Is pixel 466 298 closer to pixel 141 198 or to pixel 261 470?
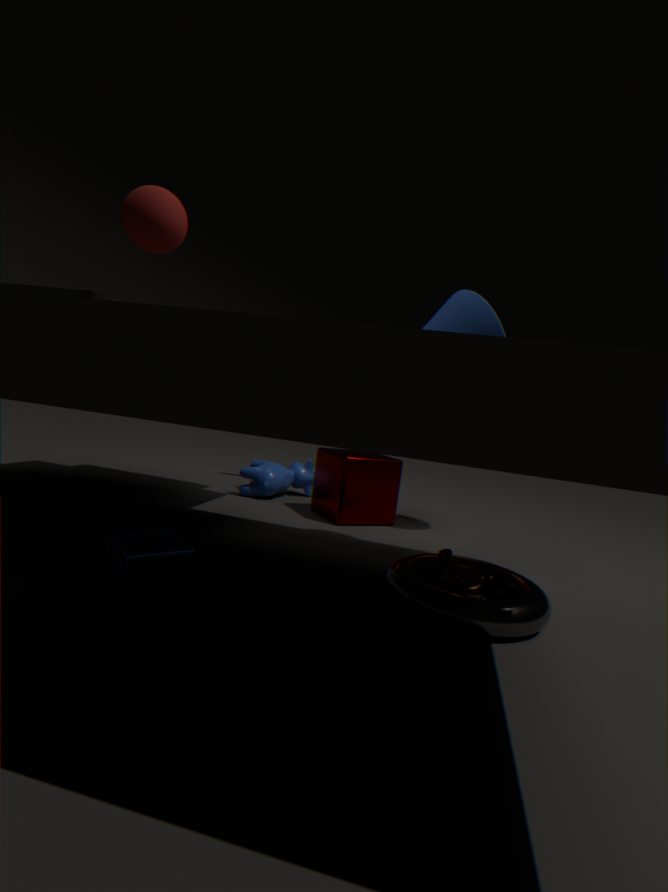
pixel 141 198
